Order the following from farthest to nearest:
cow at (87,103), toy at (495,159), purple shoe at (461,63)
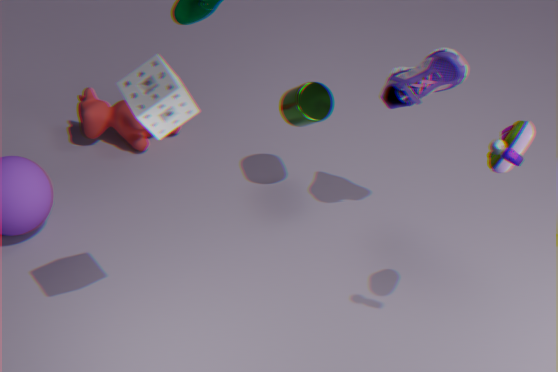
cow at (87,103) → purple shoe at (461,63) → toy at (495,159)
